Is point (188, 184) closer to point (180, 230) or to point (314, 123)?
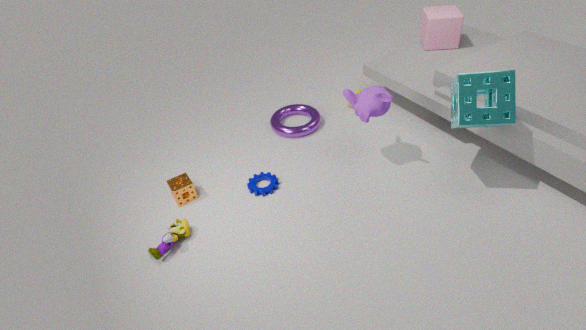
point (180, 230)
